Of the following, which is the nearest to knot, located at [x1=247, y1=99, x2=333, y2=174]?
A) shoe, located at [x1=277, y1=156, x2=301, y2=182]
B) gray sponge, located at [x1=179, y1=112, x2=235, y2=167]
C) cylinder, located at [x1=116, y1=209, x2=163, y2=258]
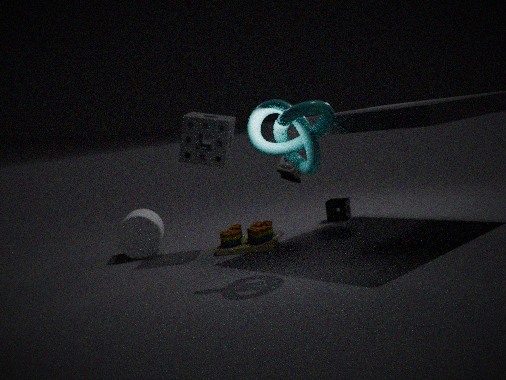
gray sponge, located at [x1=179, y1=112, x2=235, y2=167]
